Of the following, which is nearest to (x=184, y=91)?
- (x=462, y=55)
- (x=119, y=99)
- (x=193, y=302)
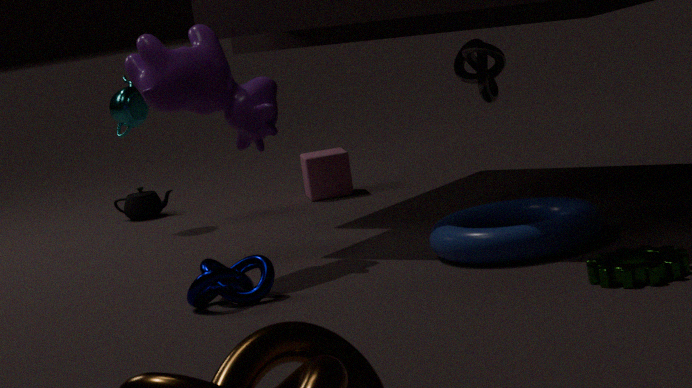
(x=193, y=302)
